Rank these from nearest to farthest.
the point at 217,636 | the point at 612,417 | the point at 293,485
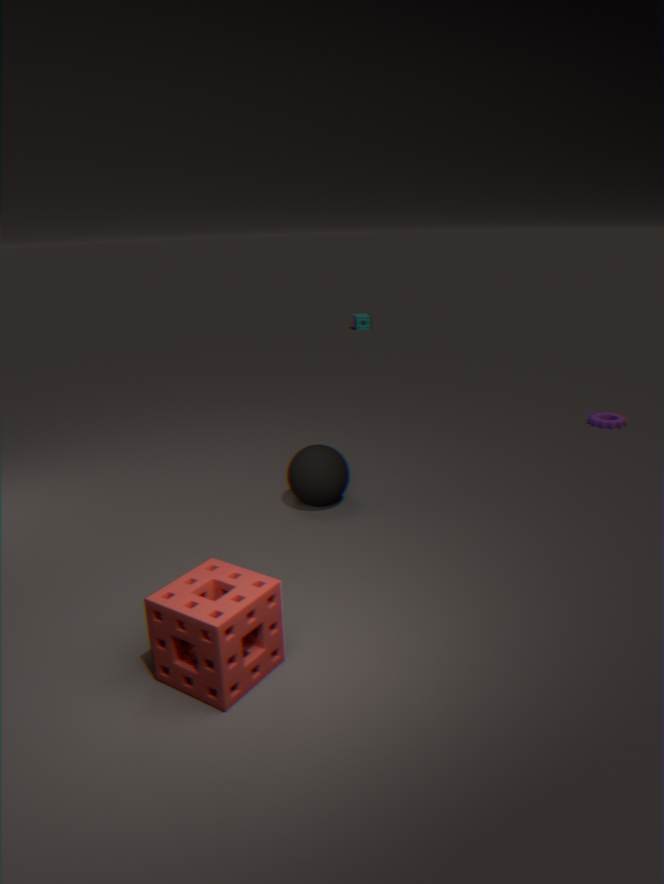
the point at 217,636
the point at 293,485
the point at 612,417
